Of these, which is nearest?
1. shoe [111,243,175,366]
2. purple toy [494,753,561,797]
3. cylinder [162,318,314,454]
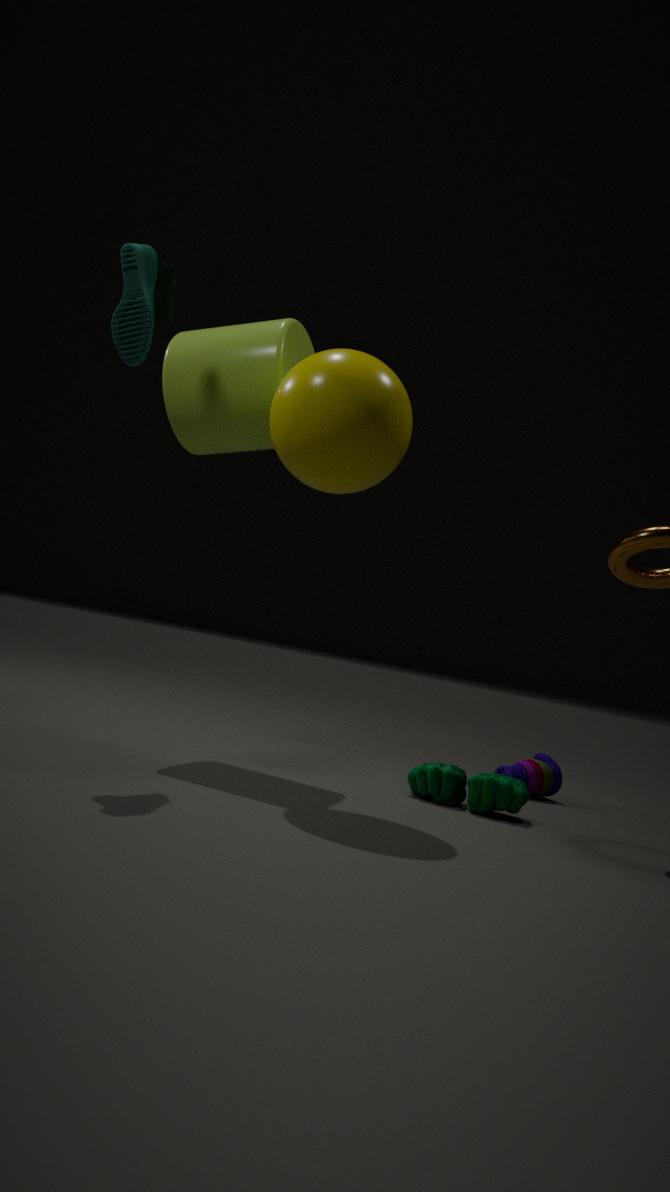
shoe [111,243,175,366]
